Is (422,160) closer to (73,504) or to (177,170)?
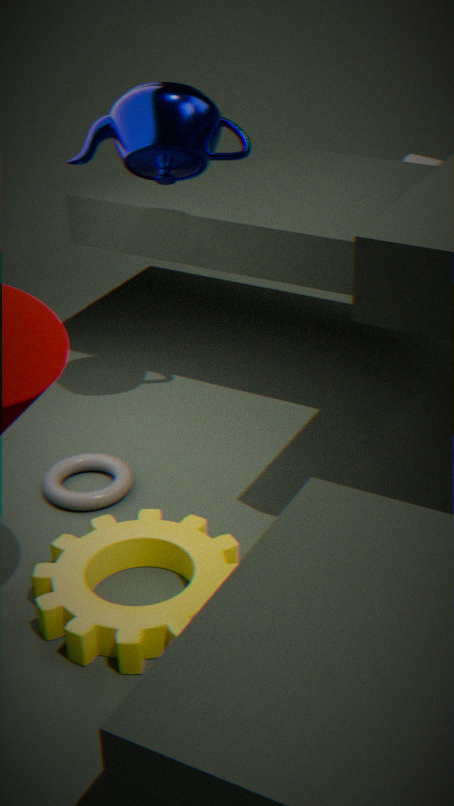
(177,170)
